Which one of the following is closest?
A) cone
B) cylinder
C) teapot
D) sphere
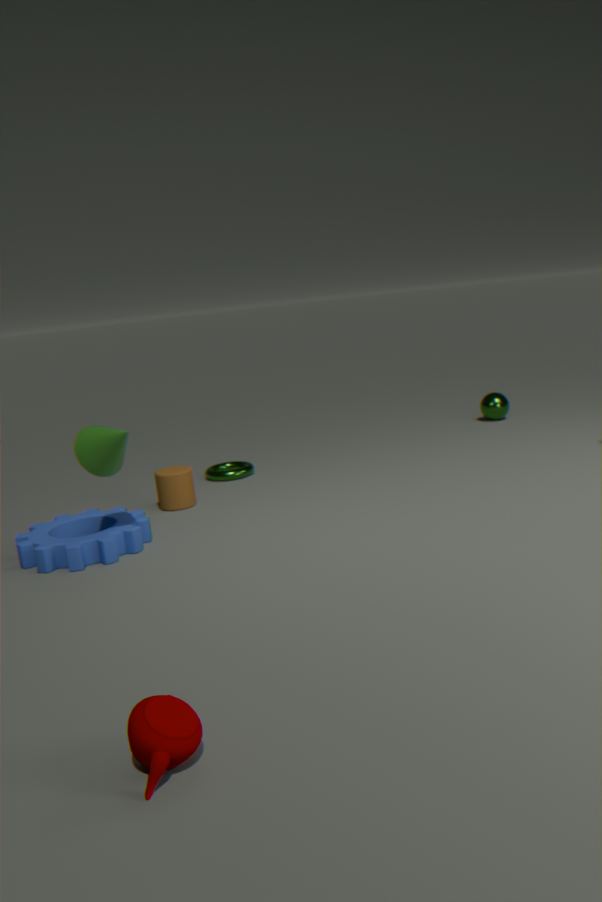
teapot
